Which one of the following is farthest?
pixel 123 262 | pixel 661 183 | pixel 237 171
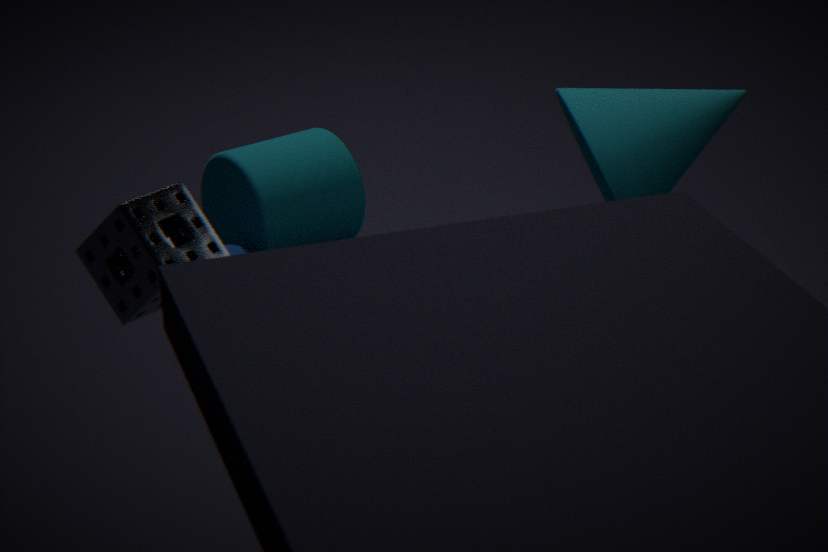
pixel 237 171
